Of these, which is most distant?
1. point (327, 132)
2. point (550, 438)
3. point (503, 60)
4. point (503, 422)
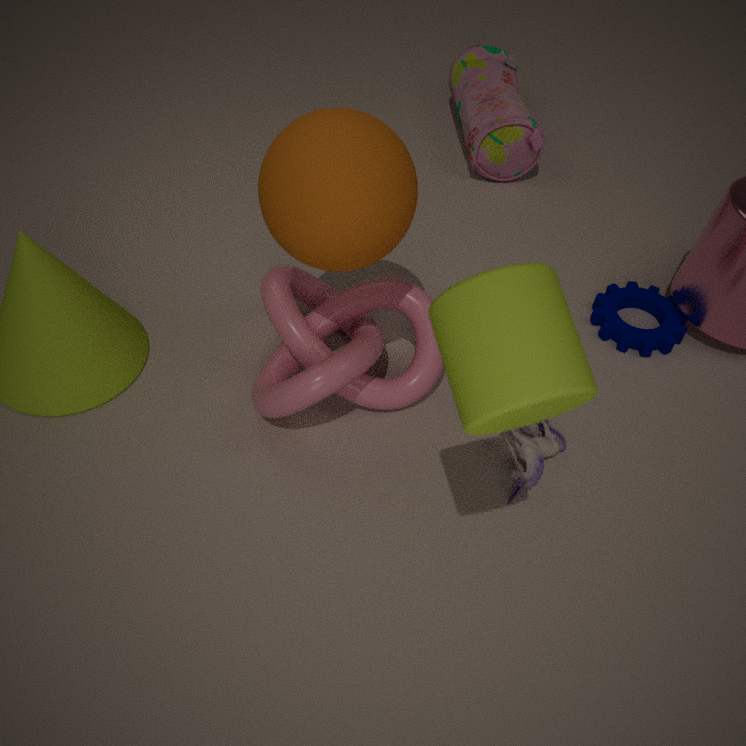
point (503, 60)
